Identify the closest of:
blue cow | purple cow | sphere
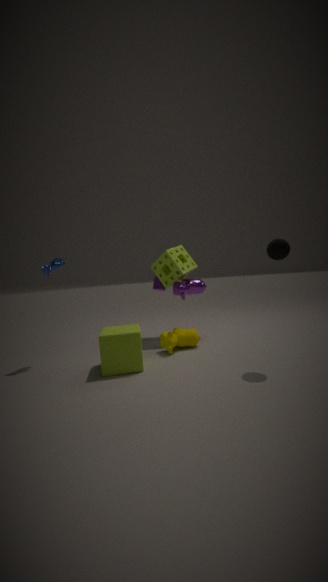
Result: sphere
